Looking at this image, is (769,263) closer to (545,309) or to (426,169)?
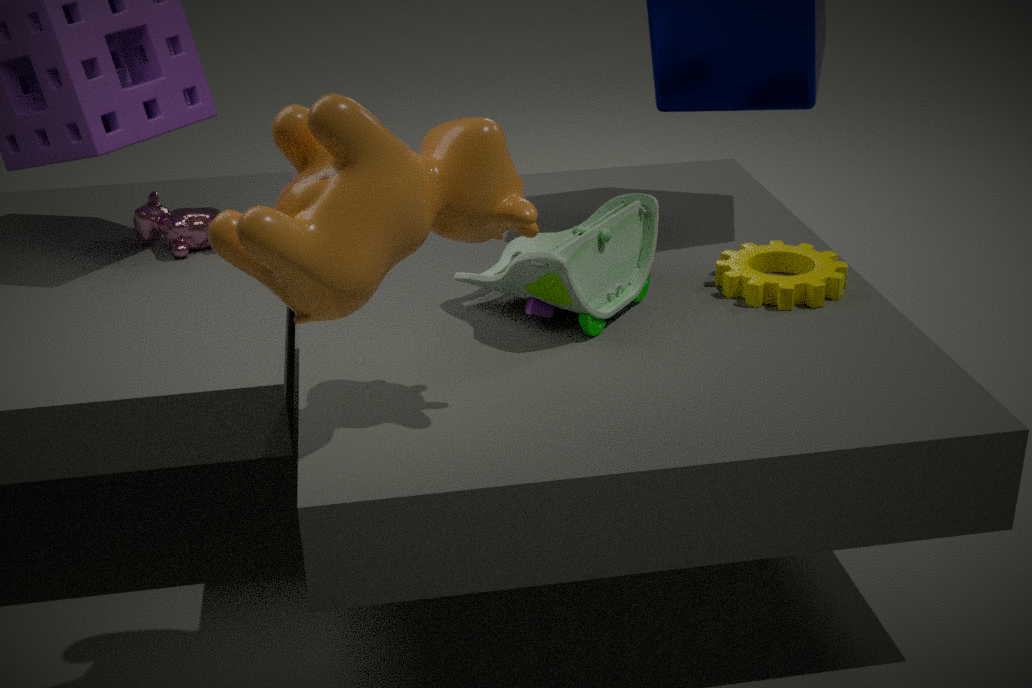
(545,309)
